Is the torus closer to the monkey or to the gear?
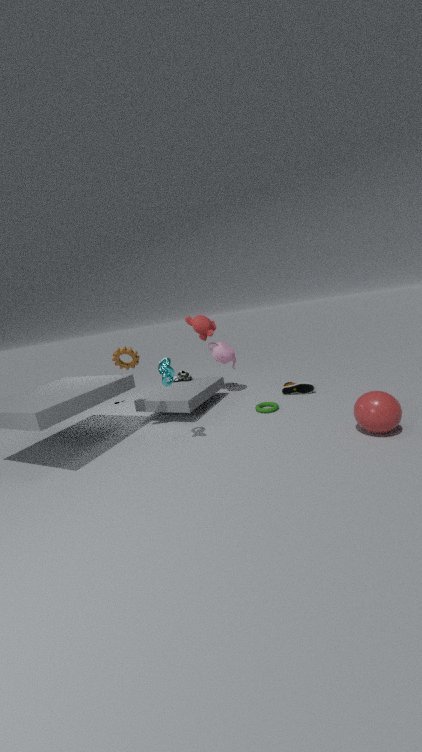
the monkey
